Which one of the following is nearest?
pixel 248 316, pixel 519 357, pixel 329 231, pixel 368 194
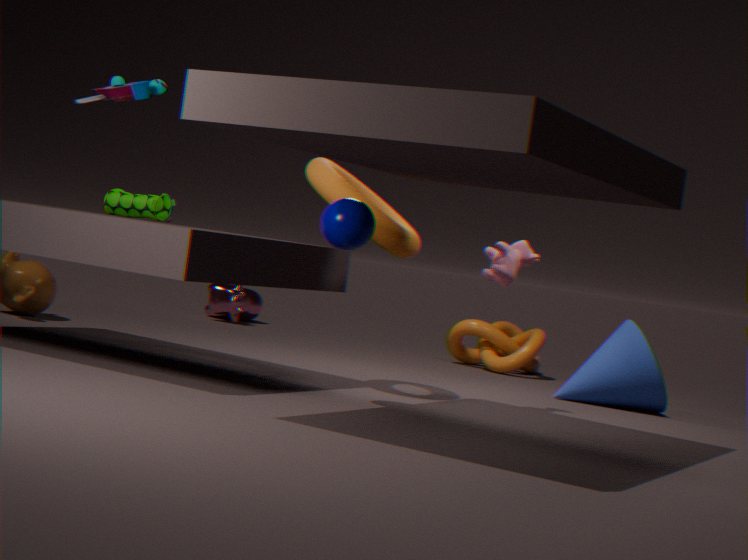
pixel 329 231
